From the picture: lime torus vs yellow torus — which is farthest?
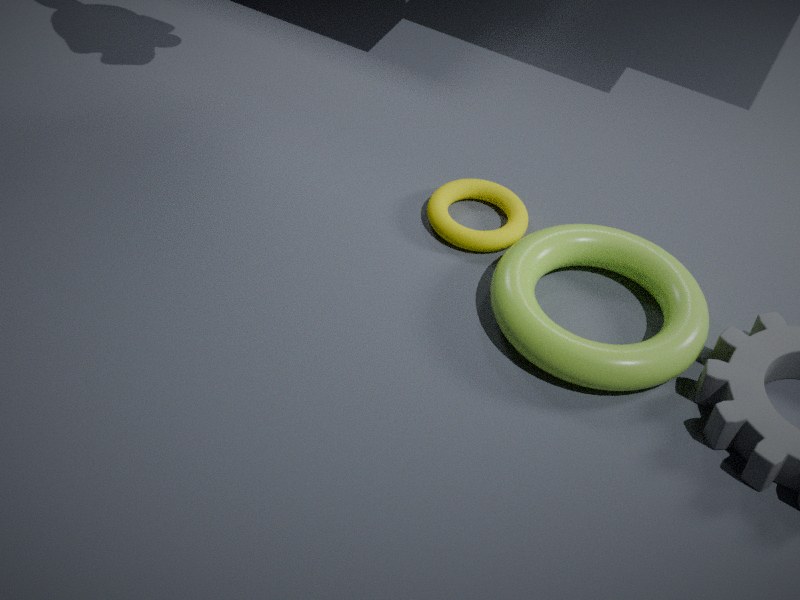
yellow torus
